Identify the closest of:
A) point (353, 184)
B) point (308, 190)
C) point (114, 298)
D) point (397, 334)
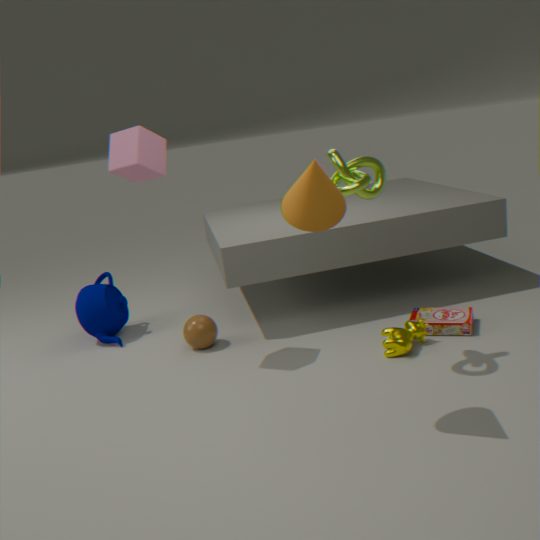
point (308, 190)
